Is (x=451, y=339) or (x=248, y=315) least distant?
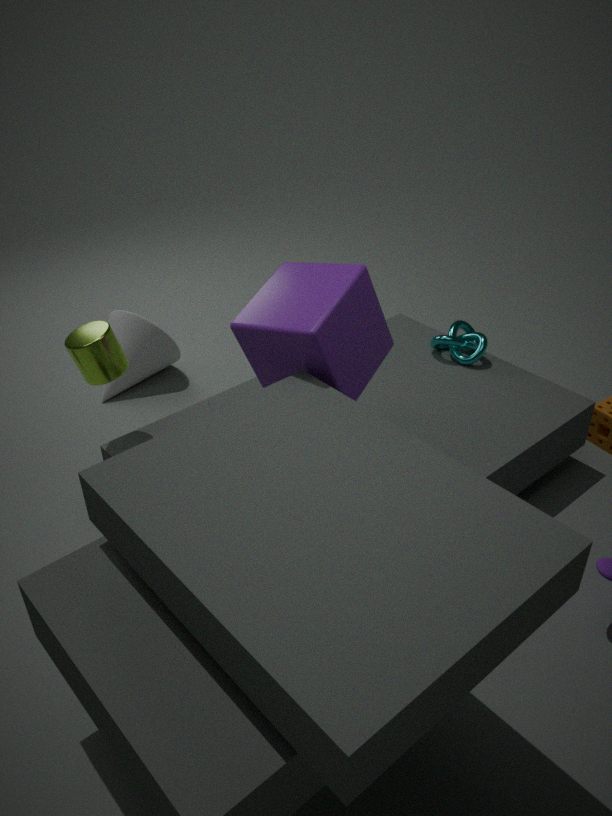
(x=248, y=315)
